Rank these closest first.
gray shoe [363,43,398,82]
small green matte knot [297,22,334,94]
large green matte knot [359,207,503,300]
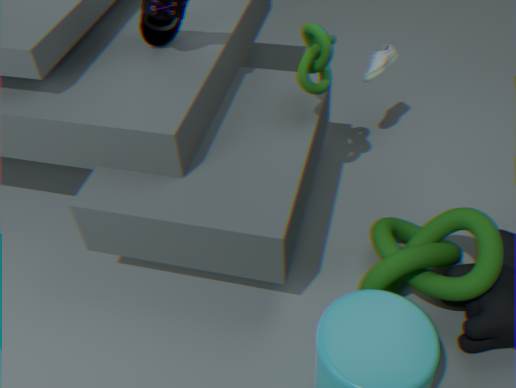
large green matte knot [359,207,503,300], small green matte knot [297,22,334,94], gray shoe [363,43,398,82]
